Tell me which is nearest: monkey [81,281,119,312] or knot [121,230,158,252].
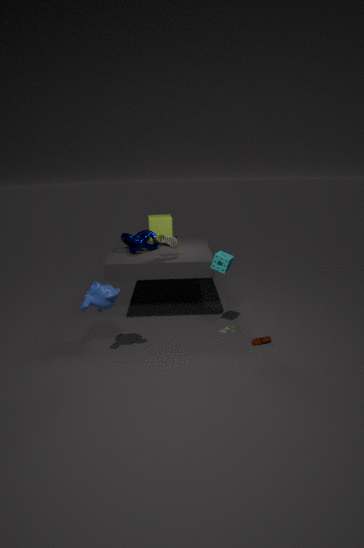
monkey [81,281,119,312]
